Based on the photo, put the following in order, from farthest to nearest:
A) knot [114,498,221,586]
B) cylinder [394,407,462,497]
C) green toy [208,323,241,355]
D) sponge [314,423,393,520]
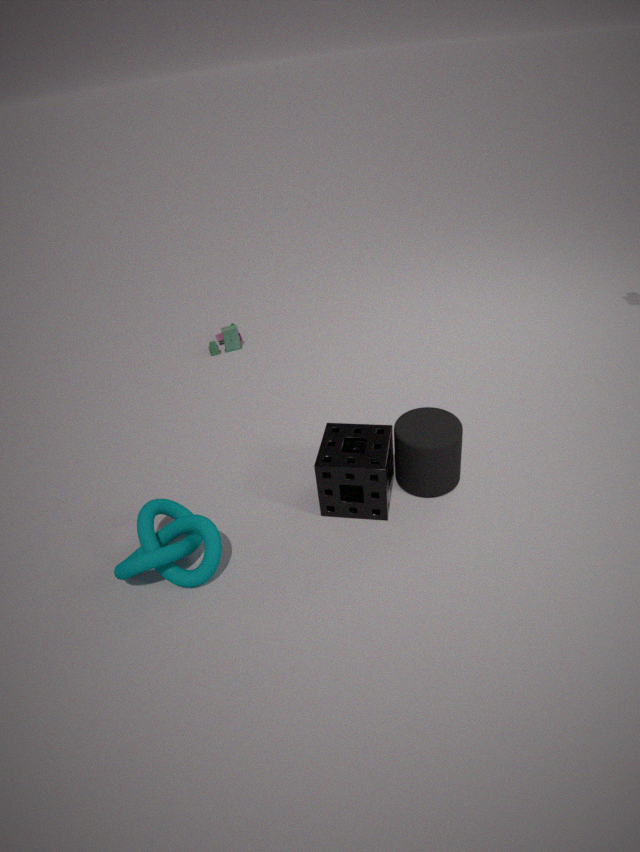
C < B < D < A
